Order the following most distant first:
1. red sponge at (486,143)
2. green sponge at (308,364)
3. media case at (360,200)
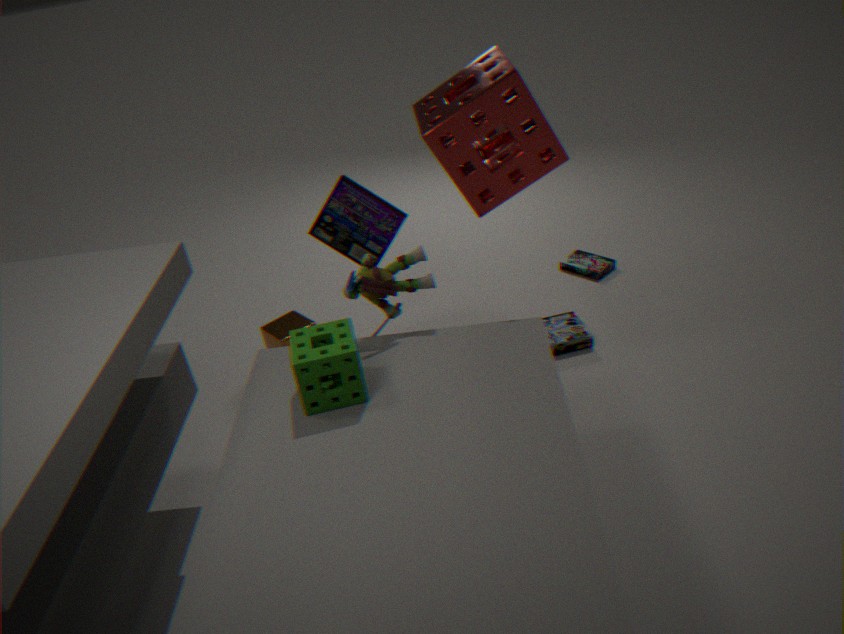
media case at (360,200) → red sponge at (486,143) → green sponge at (308,364)
